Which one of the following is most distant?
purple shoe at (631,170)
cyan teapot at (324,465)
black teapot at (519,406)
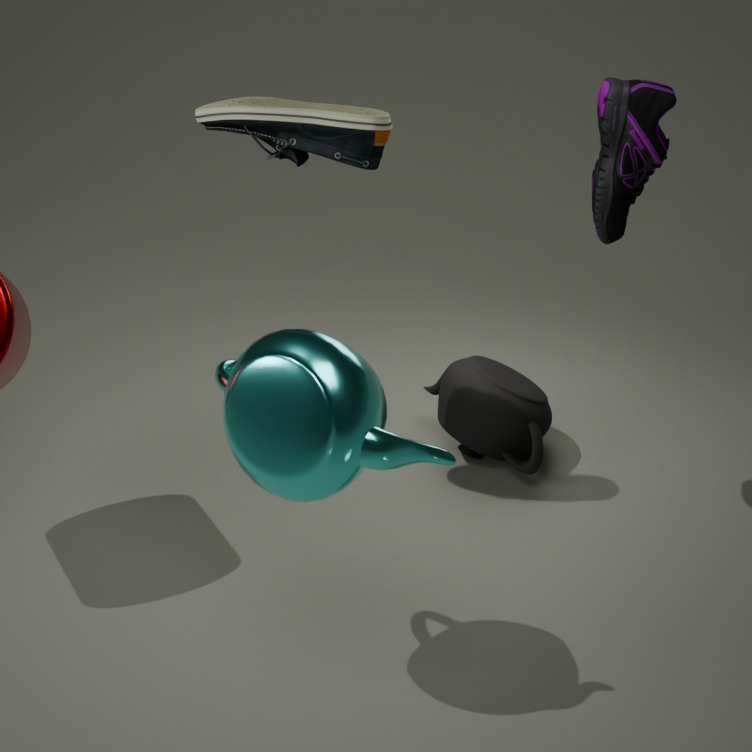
black teapot at (519,406)
